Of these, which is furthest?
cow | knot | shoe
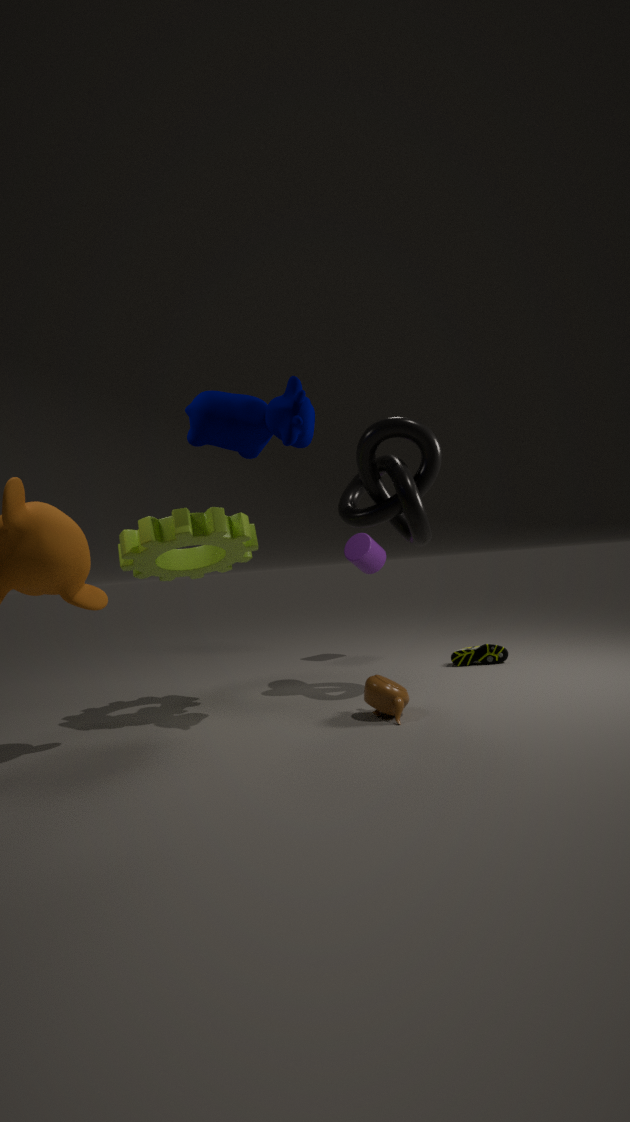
shoe
